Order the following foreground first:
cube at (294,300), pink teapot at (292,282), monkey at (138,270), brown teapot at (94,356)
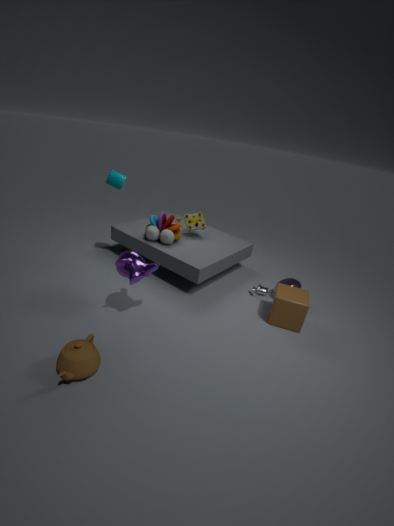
brown teapot at (94,356), monkey at (138,270), cube at (294,300), pink teapot at (292,282)
